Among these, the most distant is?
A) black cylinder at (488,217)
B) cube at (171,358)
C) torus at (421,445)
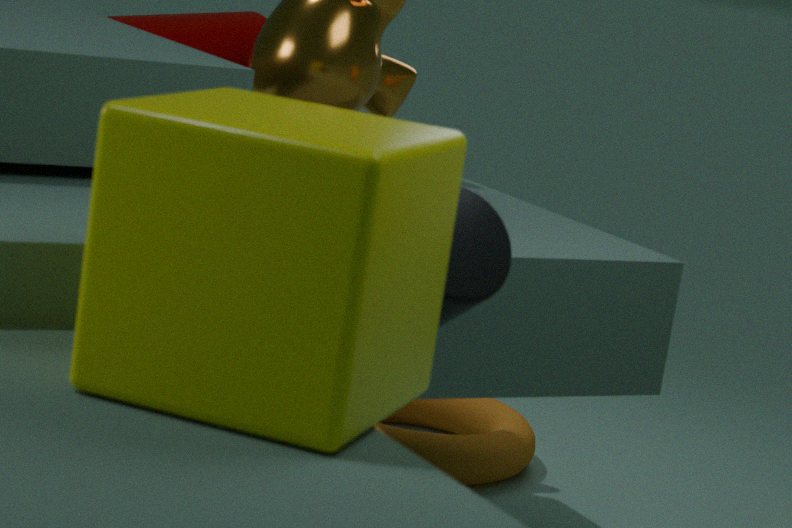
torus at (421,445)
